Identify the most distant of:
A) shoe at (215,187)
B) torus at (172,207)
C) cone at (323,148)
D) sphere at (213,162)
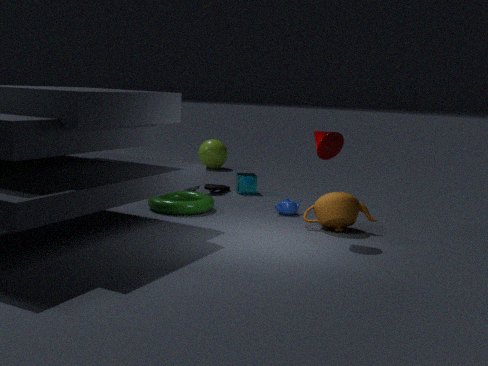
sphere at (213,162)
